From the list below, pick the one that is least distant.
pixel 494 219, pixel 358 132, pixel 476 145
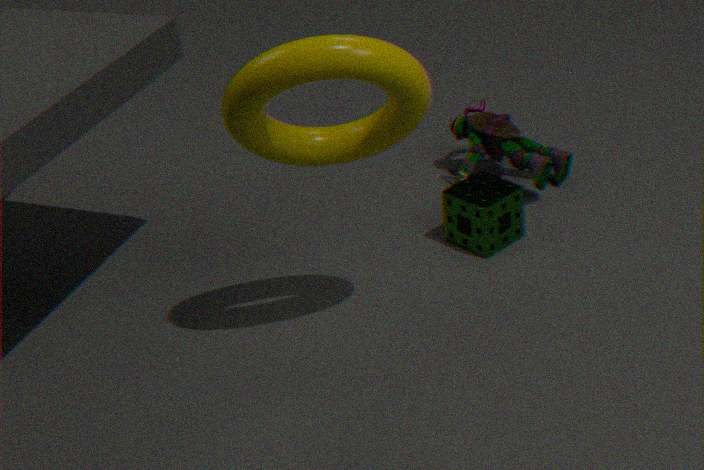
pixel 358 132
